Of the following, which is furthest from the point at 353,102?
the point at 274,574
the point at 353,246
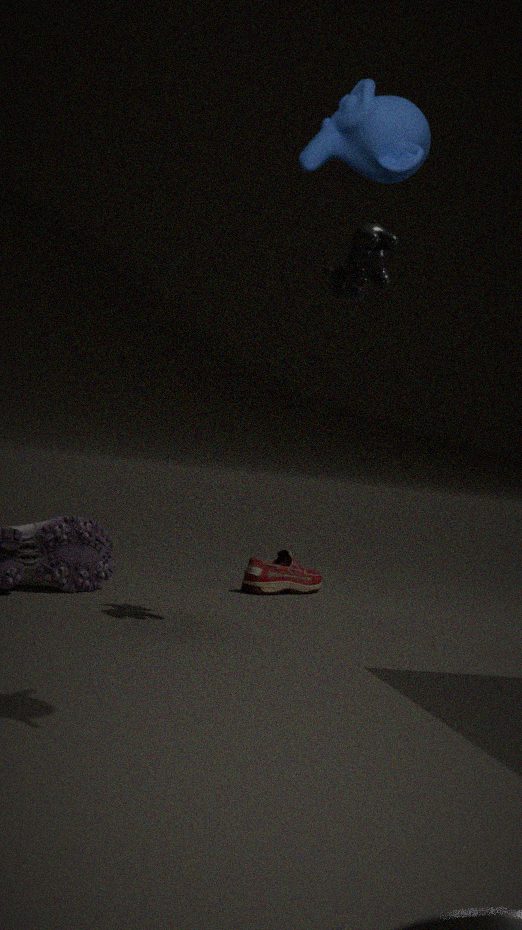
the point at 274,574
